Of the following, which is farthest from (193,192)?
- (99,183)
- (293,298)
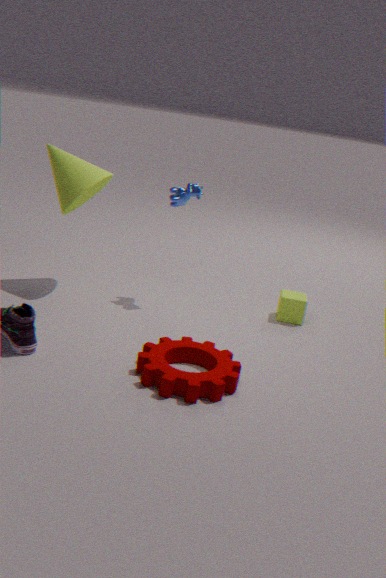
(293,298)
